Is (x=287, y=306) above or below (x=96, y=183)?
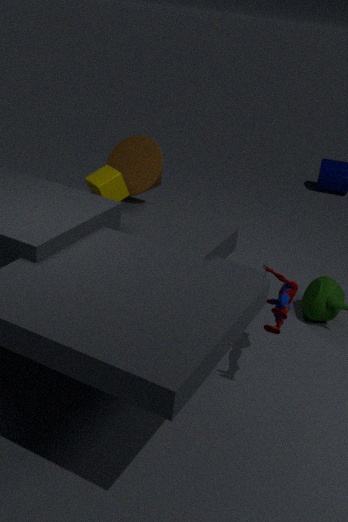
below
